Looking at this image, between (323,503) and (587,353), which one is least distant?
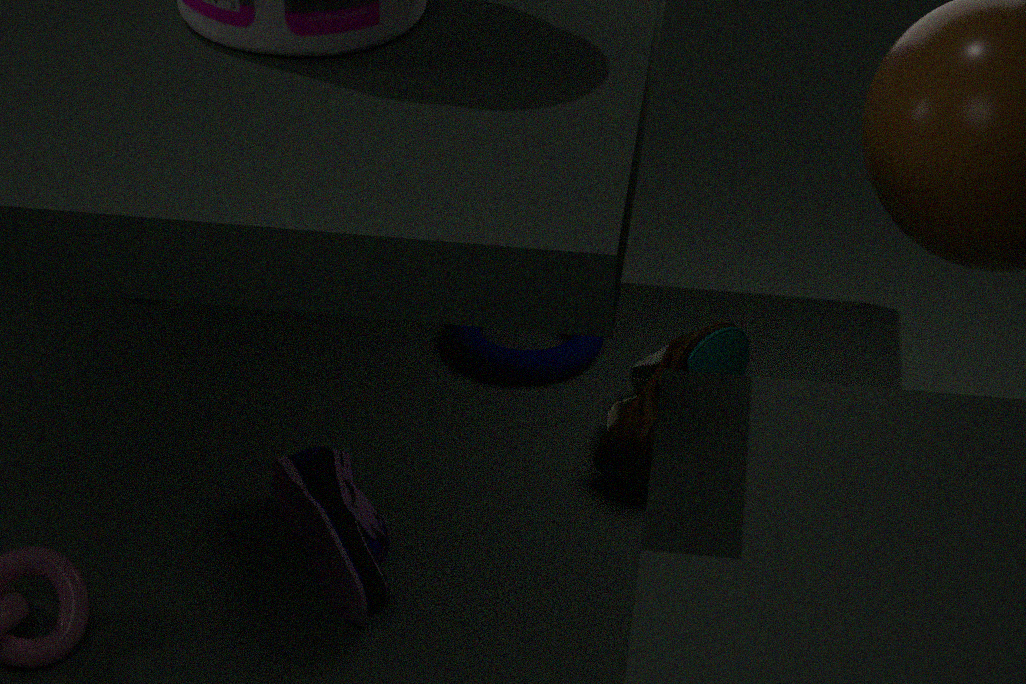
(323,503)
